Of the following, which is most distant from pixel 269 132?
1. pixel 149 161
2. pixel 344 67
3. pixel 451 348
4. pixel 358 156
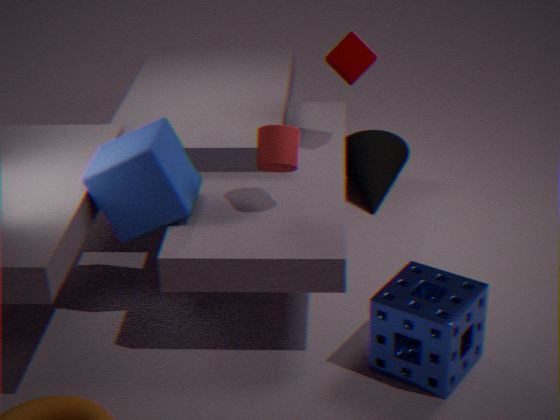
pixel 358 156
